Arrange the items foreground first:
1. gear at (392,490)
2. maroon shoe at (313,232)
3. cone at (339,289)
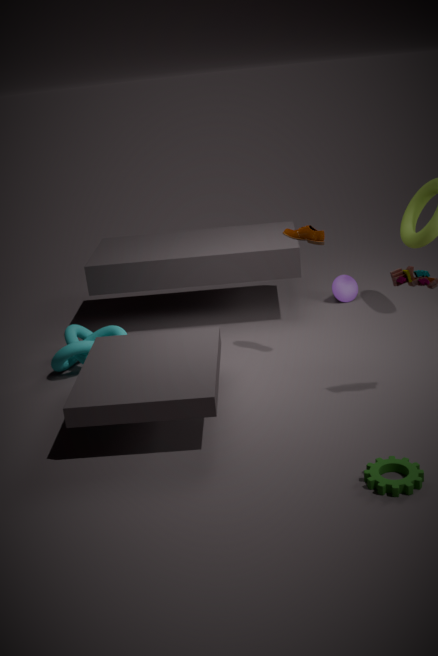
gear at (392,490) < maroon shoe at (313,232) < cone at (339,289)
